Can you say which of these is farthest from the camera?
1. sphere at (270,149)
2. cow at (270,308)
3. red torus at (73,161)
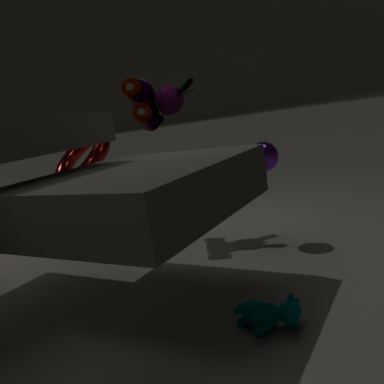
red torus at (73,161)
